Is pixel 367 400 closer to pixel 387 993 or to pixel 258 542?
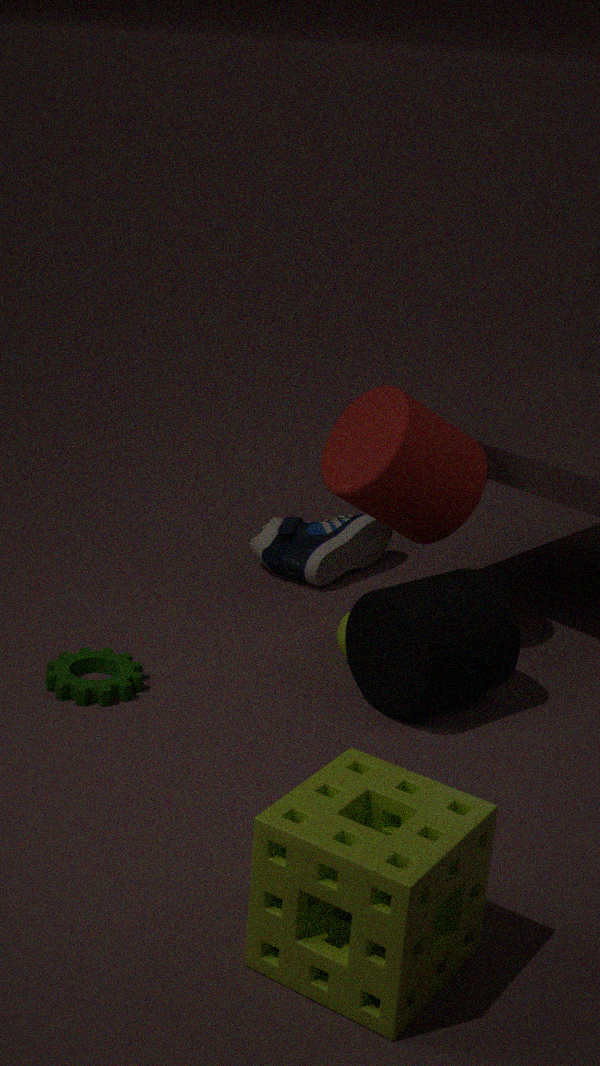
pixel 258 542
